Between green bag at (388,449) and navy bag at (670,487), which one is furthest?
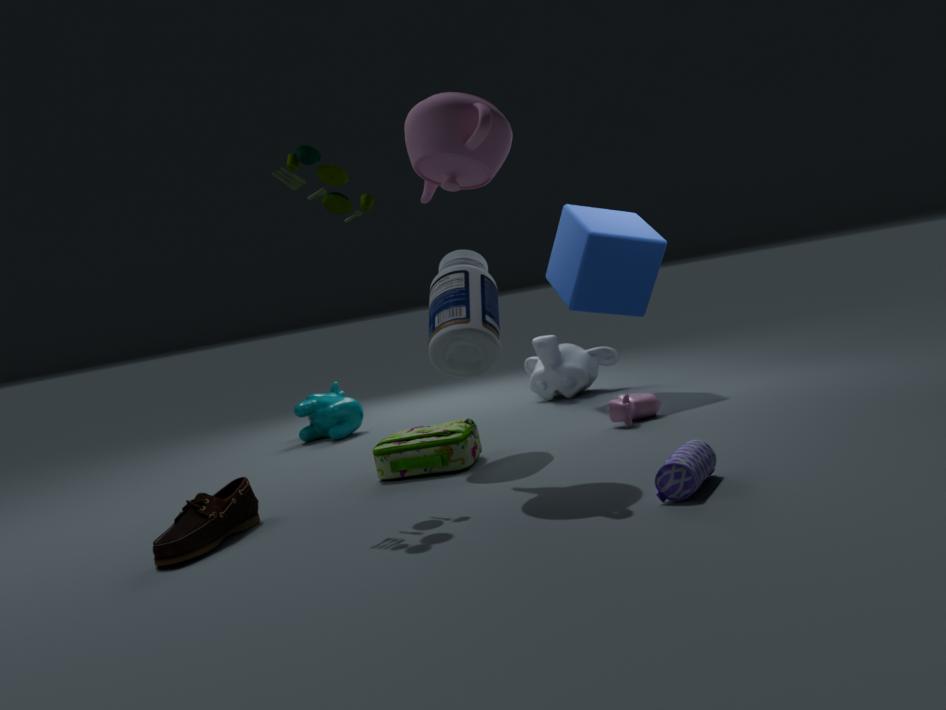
green bag at (388,449)
